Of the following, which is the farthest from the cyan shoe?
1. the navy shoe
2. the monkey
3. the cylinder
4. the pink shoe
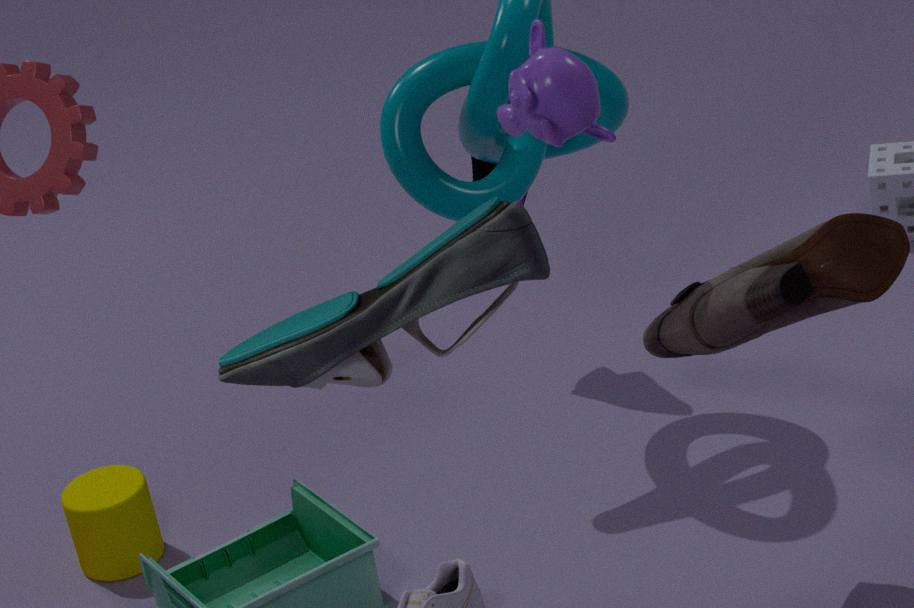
the navy shoe
